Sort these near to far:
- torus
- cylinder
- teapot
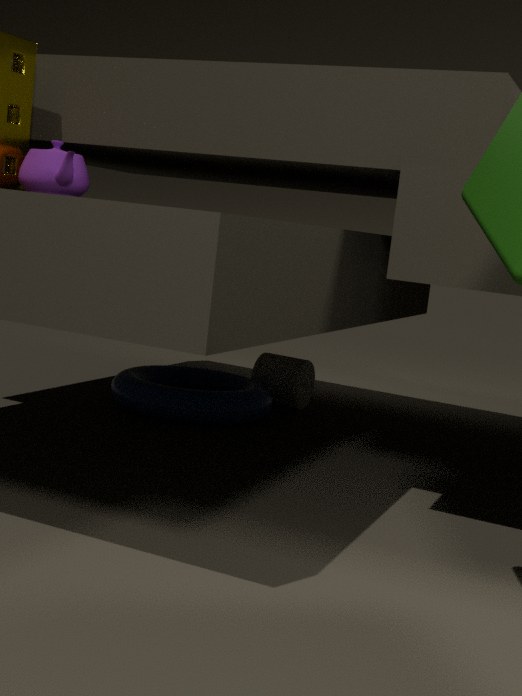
teapot
torus
cylinder
